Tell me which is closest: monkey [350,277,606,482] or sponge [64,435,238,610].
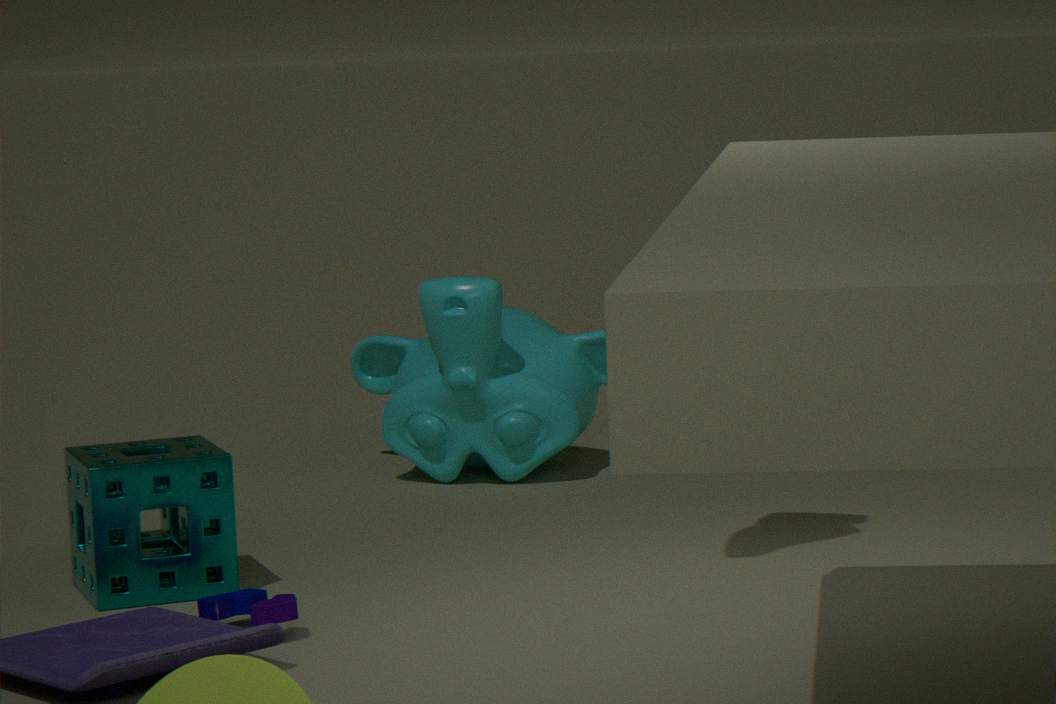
sponge [64,435,238,610]
